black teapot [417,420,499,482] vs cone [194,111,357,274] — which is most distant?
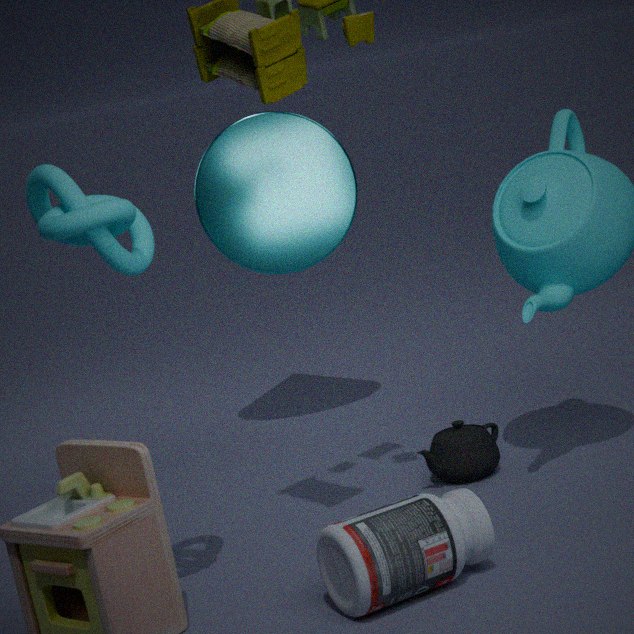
cone [194,111,357,274]
